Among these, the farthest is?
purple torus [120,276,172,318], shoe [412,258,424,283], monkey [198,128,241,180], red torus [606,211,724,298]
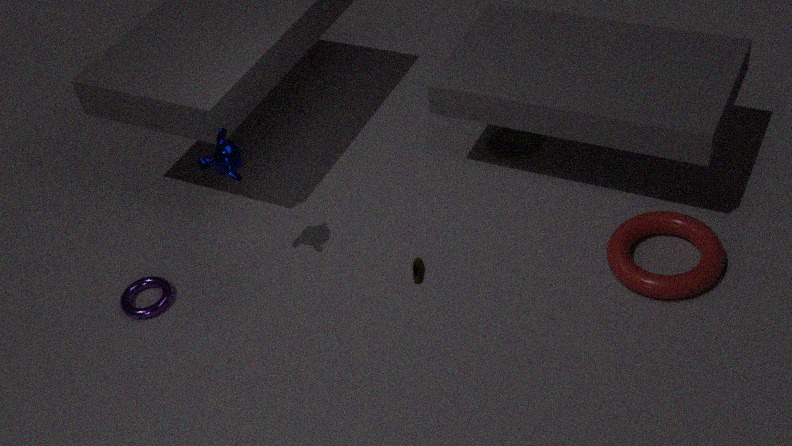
purple torus [120,276,172,318]
